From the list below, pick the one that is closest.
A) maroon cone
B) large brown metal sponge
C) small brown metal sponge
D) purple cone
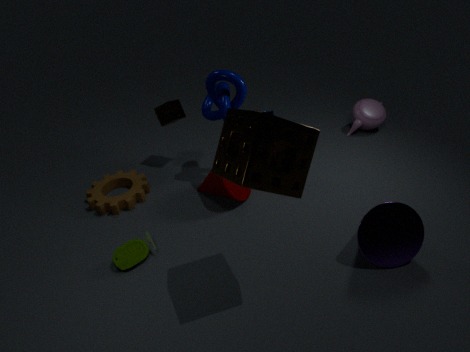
large brown metal sponge
